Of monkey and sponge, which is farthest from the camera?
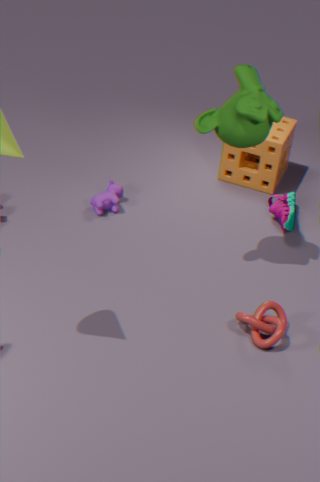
sponge
